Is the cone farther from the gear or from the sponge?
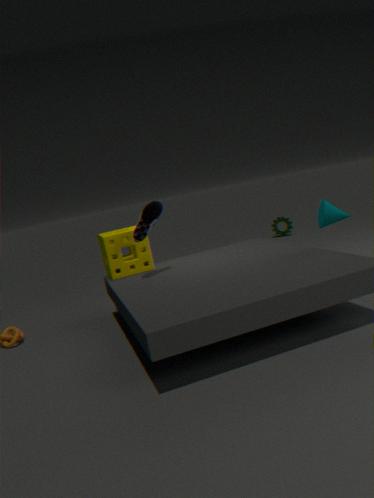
the gear
